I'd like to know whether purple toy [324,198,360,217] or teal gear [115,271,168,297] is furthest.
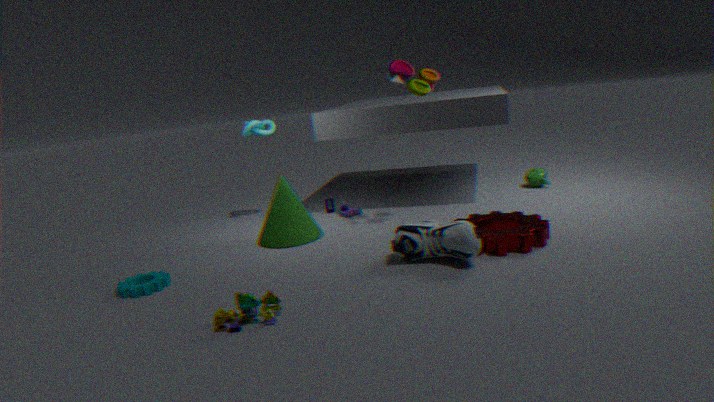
purple toy [324,198,360,217]
